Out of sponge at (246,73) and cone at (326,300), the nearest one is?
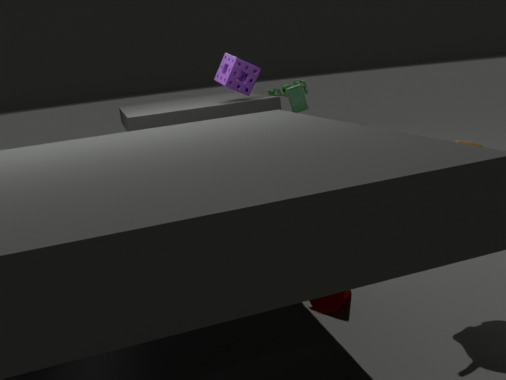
cone at (326,300)
